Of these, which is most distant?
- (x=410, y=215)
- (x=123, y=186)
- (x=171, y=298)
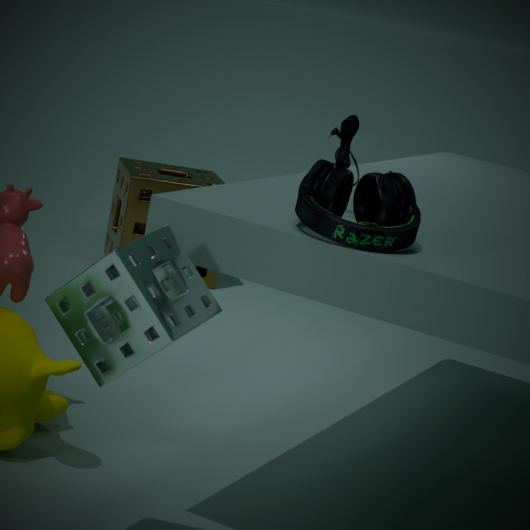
(x=123, y=186)
